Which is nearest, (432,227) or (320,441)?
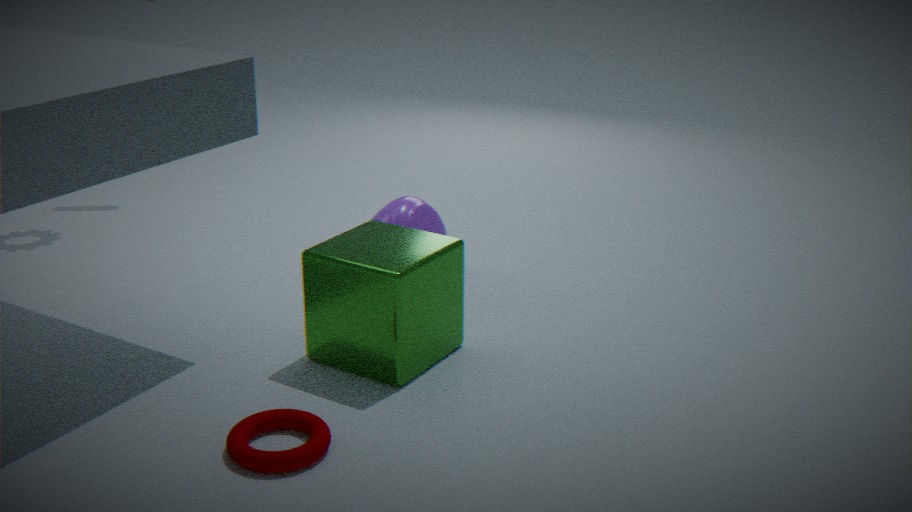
(320,441)
